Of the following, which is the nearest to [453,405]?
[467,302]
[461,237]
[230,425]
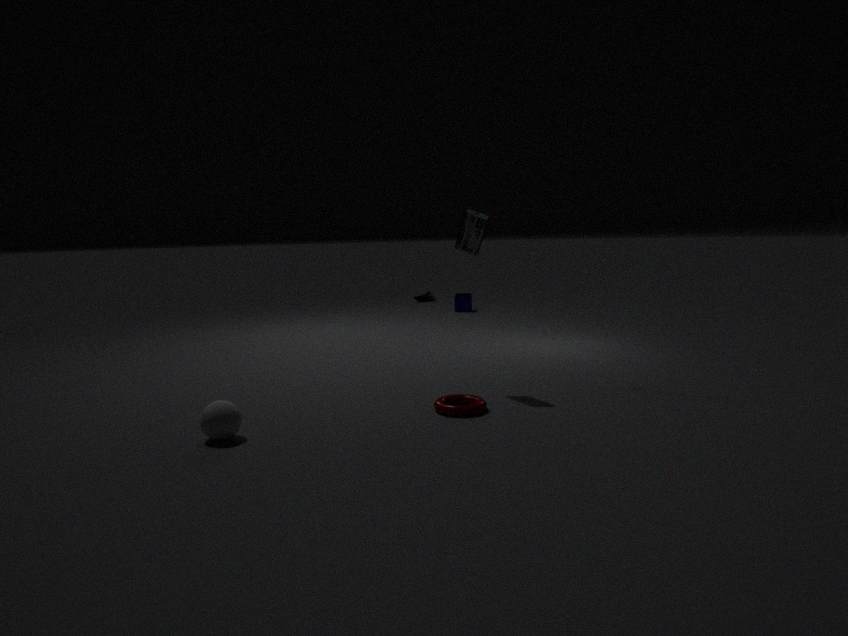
[461,237]
